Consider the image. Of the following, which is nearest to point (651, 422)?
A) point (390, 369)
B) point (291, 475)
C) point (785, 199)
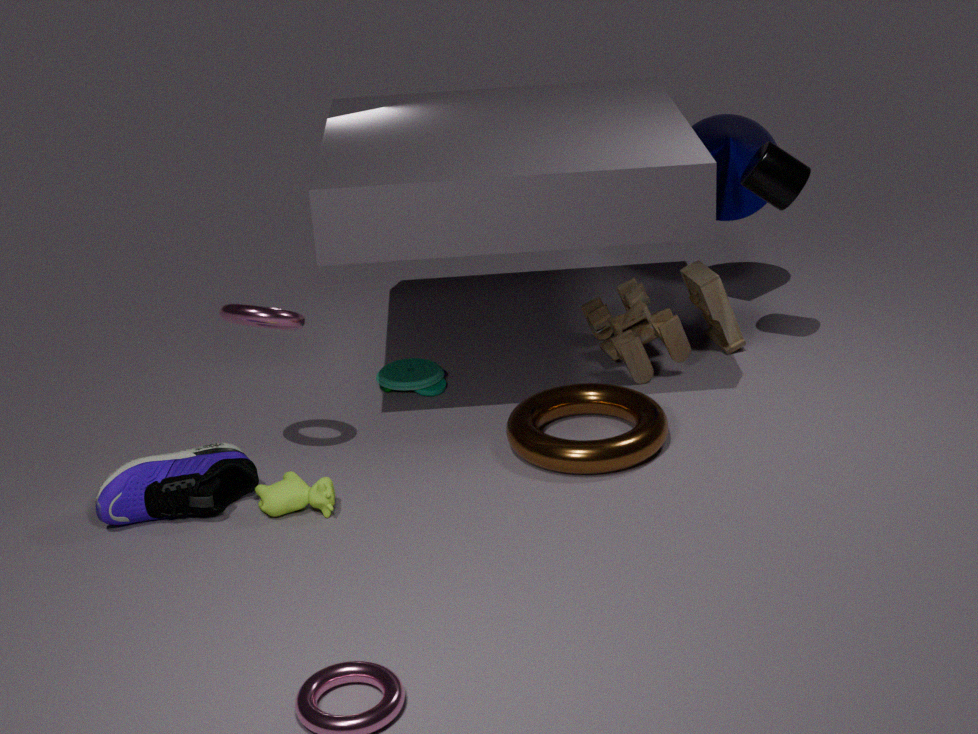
point (390, 369)
